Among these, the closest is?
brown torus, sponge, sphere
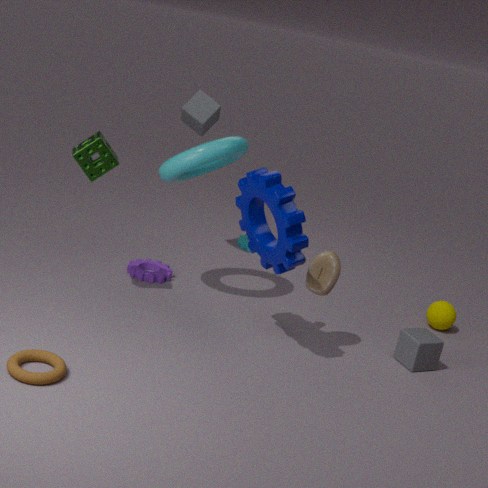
brown torus
